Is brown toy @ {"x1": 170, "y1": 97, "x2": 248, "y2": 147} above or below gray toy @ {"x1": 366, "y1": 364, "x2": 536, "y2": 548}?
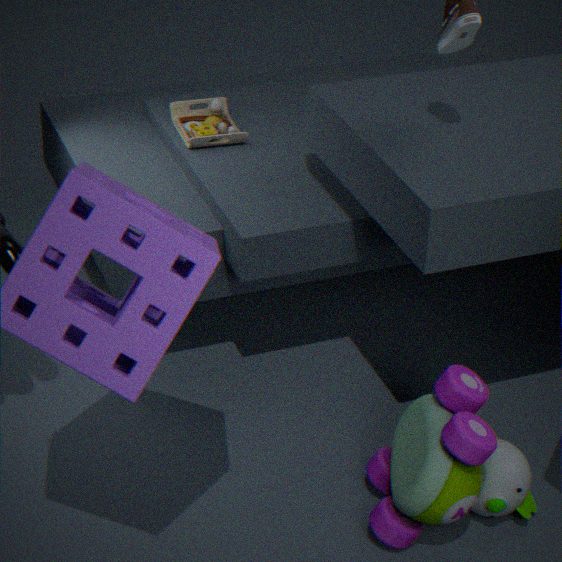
above
